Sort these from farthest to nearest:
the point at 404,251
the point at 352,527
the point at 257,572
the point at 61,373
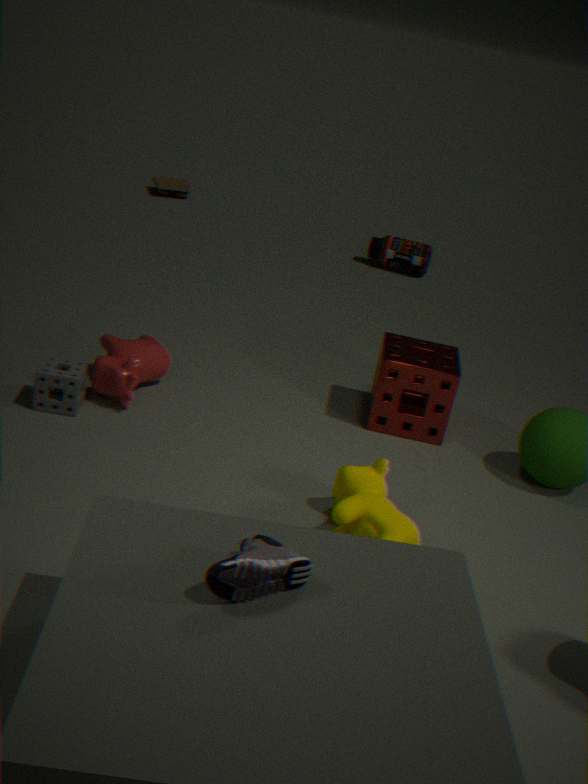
the point at 404,251 < the point at 61,373 < the point at 352,527 < the point at 257,572
